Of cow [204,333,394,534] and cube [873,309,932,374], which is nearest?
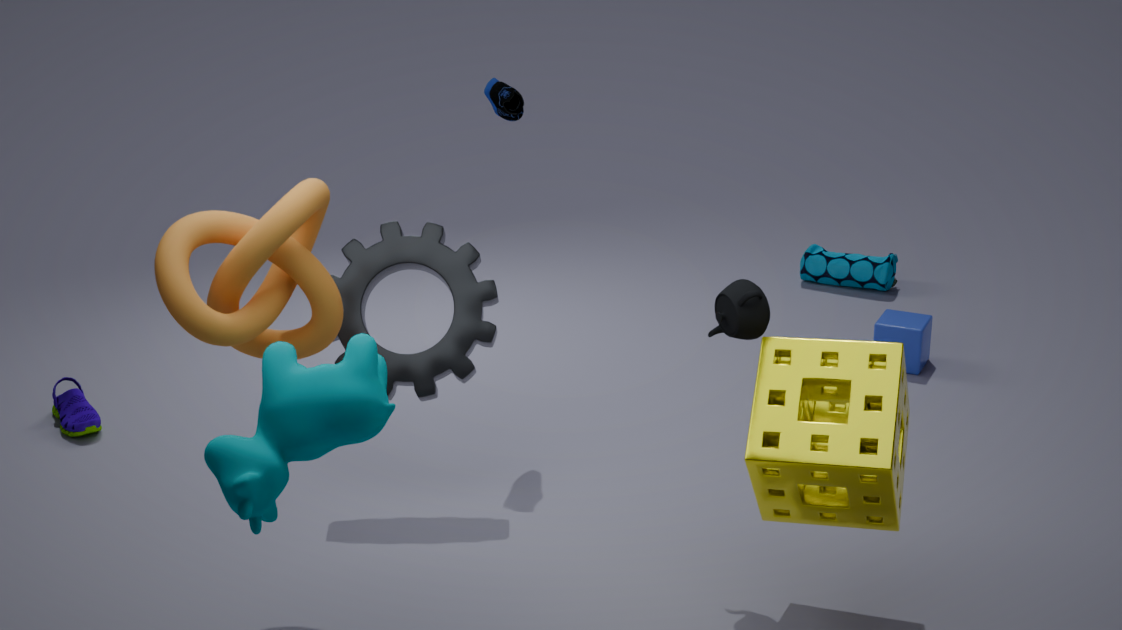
cow [204,333,394,534]
